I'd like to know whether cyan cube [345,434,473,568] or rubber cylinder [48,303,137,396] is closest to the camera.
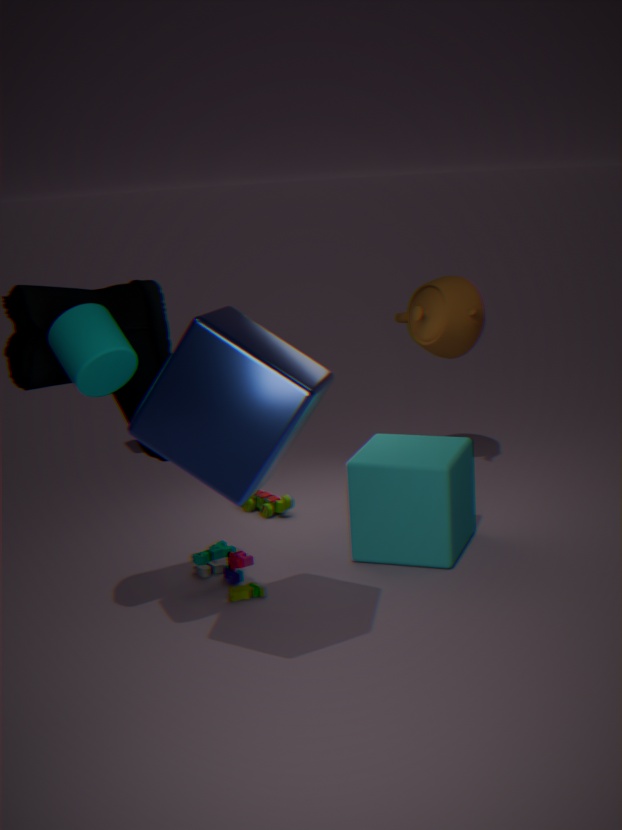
rubber cylinder [48,303,137,396]
